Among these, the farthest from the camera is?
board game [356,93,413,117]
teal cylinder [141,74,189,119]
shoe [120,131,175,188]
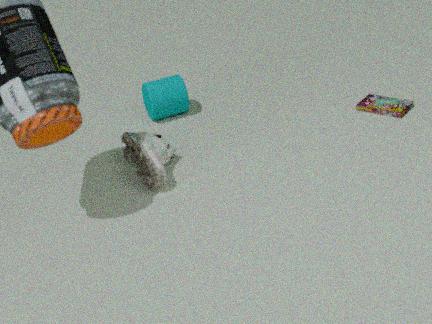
teal cylinder [141,74,189,119]
